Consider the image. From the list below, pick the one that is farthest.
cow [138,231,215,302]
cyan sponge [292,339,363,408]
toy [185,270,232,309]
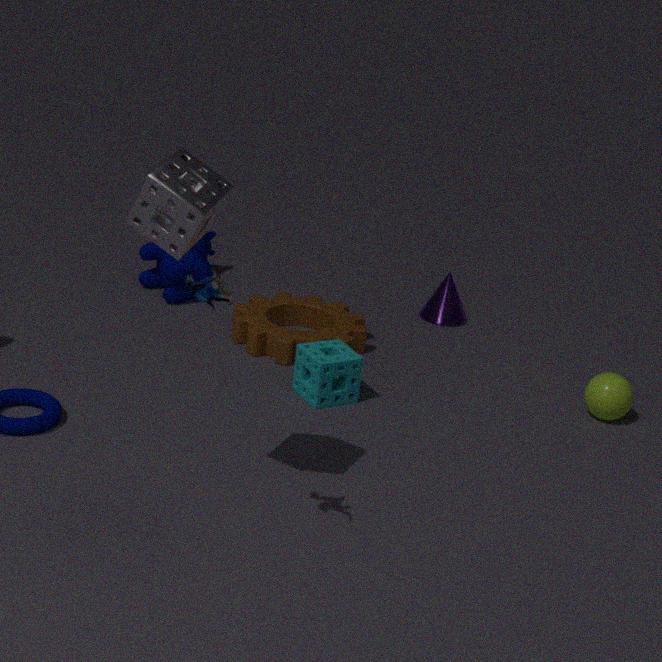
cow [138,231,215,302]
